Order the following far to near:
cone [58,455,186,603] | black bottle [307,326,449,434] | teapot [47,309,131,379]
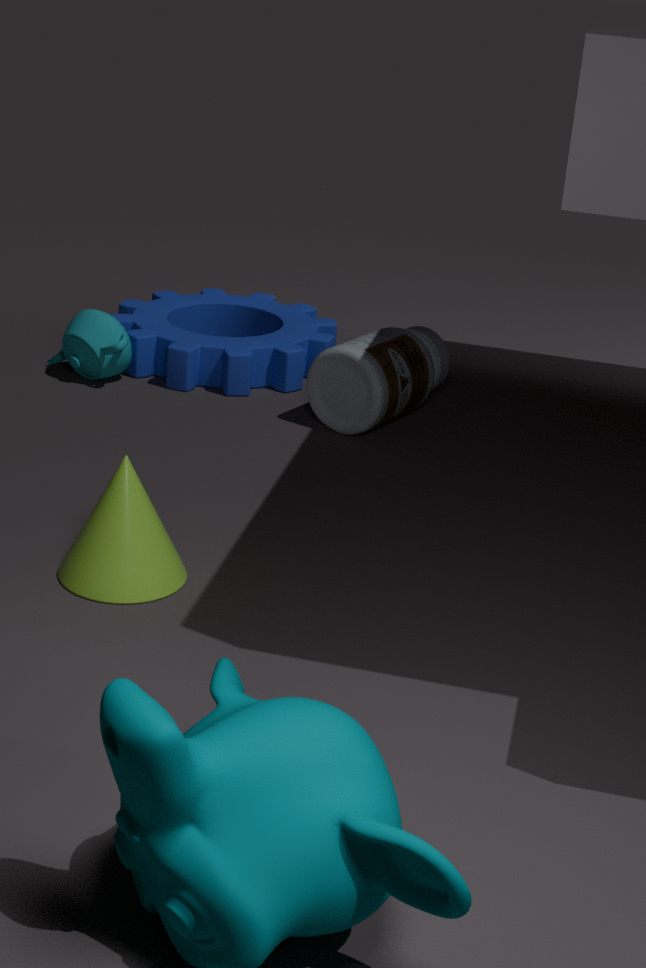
teapot [47,309,131,379] < black bottle [307,326,449,434] < cone [58,455,186,603]
